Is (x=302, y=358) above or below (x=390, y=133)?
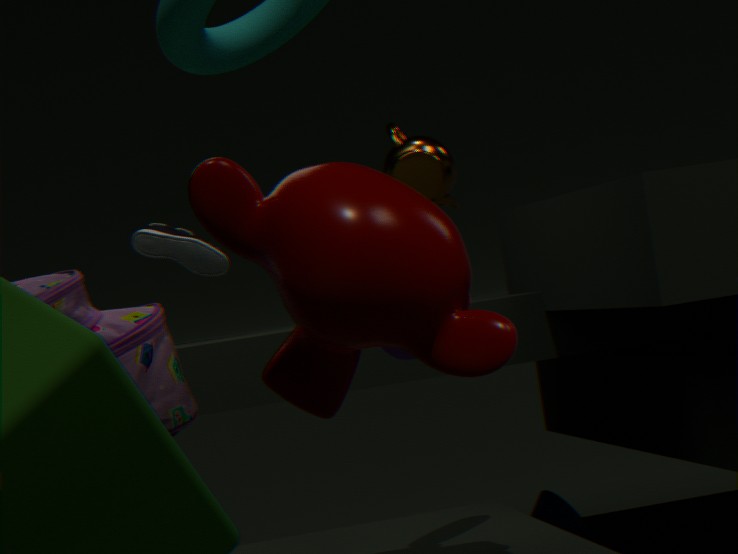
below
